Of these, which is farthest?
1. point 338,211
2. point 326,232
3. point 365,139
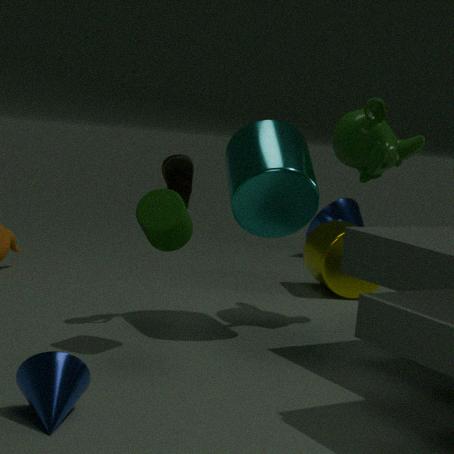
point 338,211
